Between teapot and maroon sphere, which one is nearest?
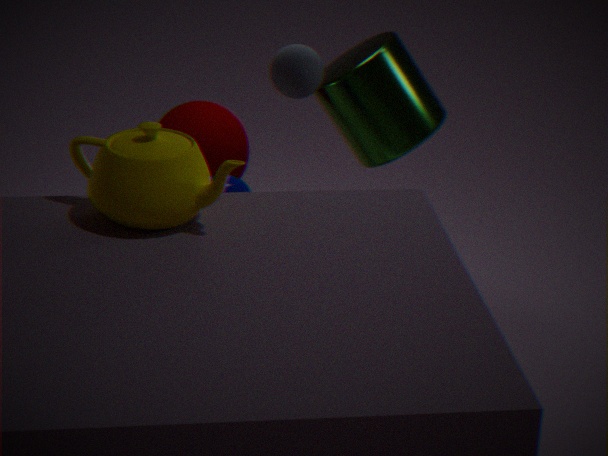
teapot
